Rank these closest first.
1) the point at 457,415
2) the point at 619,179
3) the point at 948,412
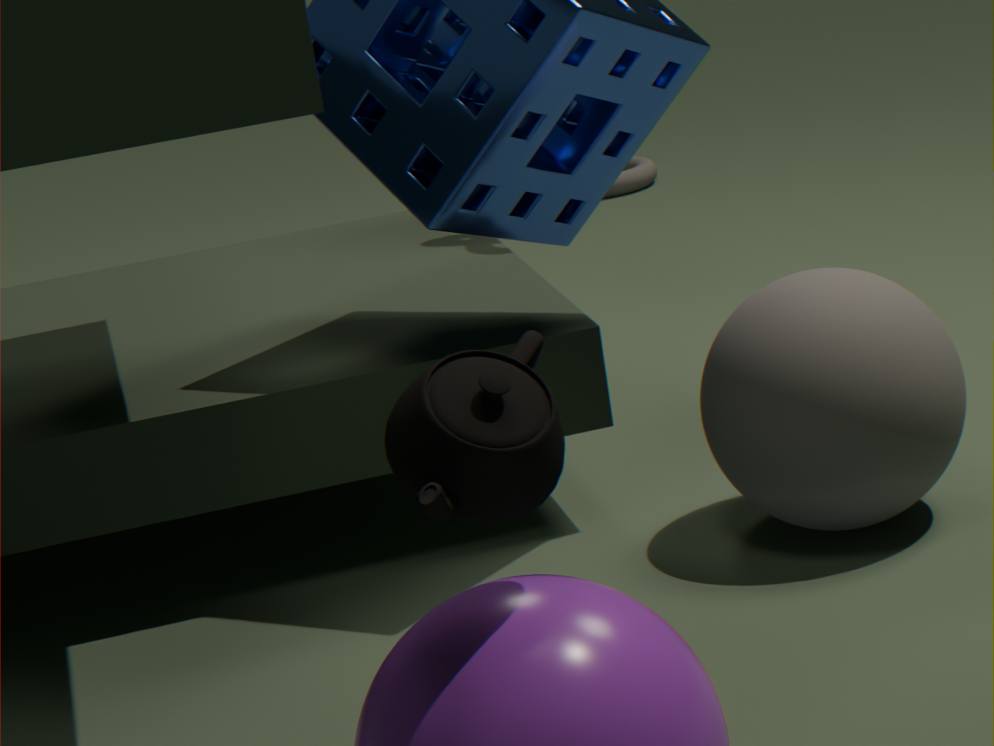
1. the point at 457,415
3. the point at 948,412
2. the point at 619,179
